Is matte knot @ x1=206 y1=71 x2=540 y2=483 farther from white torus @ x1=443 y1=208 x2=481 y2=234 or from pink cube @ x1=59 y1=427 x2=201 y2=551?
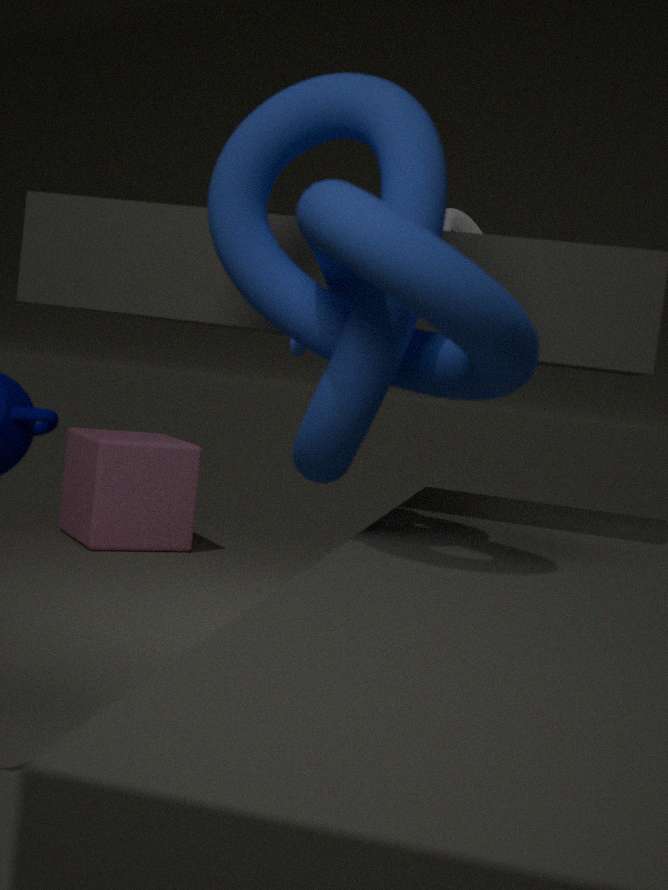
pink cube @ x1=59 y1=427 x2=201 y2=551
